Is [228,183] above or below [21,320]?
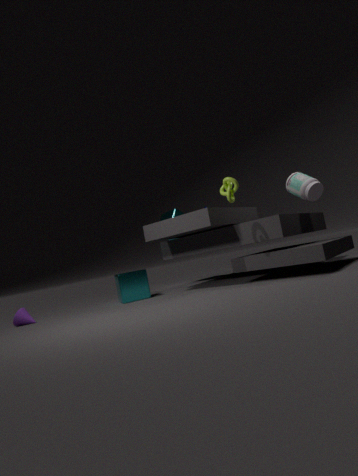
above
